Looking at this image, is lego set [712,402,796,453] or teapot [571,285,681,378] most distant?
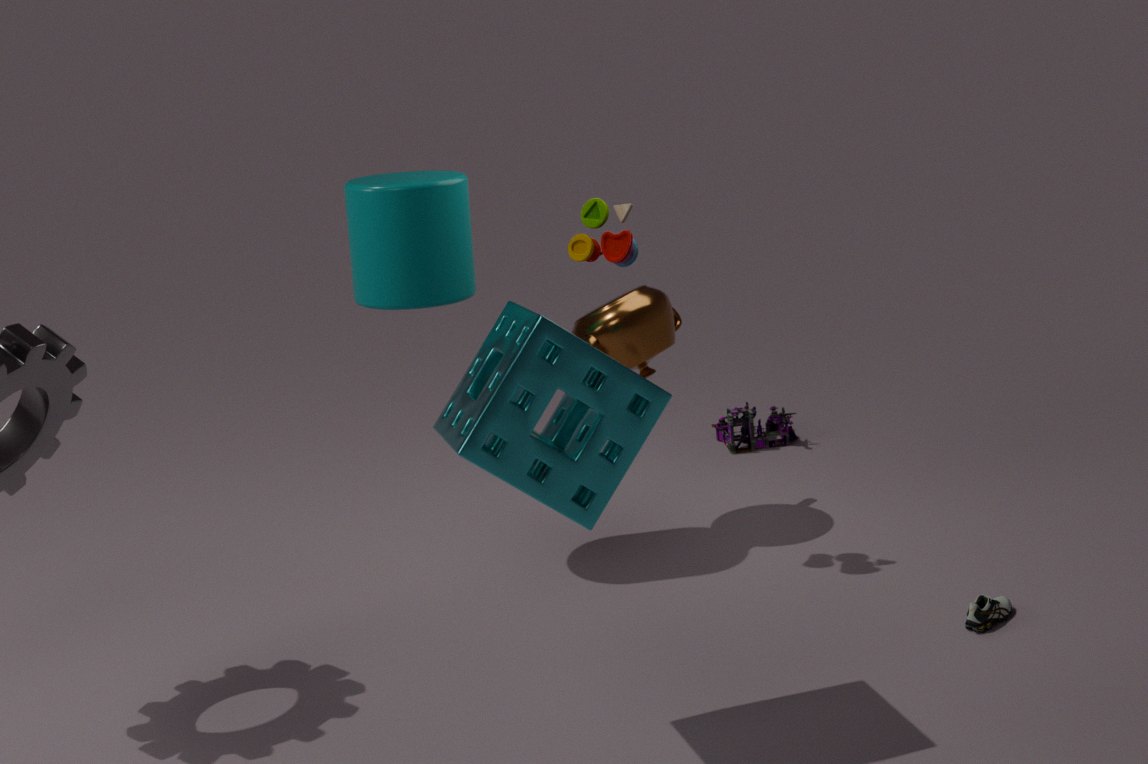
lego set [712,402,796,453]
